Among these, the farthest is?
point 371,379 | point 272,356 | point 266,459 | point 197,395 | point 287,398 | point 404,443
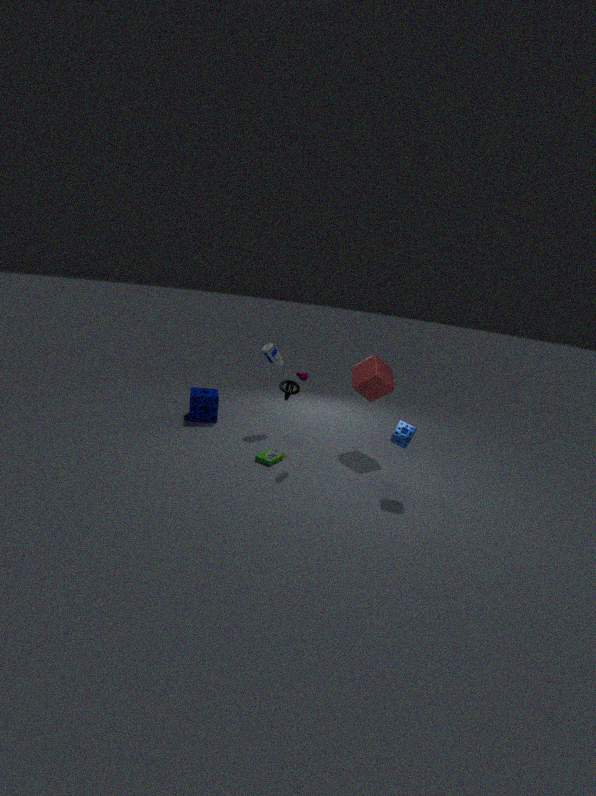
point 197,395
